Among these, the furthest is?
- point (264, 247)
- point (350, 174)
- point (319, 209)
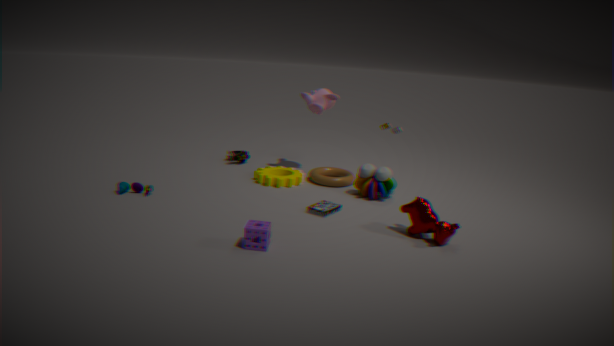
point (350, 174)
